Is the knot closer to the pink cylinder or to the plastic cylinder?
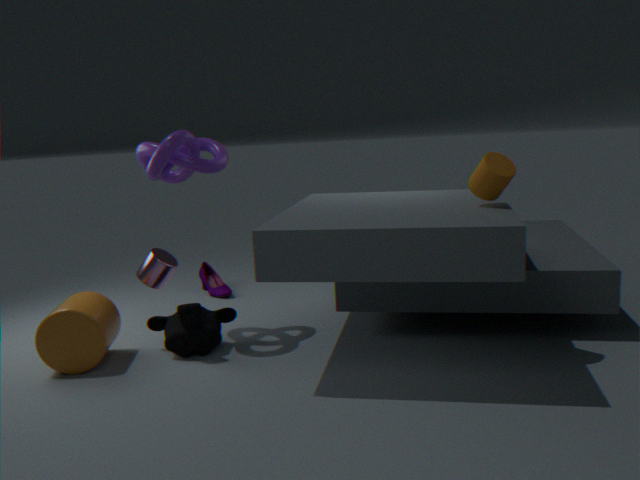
the pink cylinder
